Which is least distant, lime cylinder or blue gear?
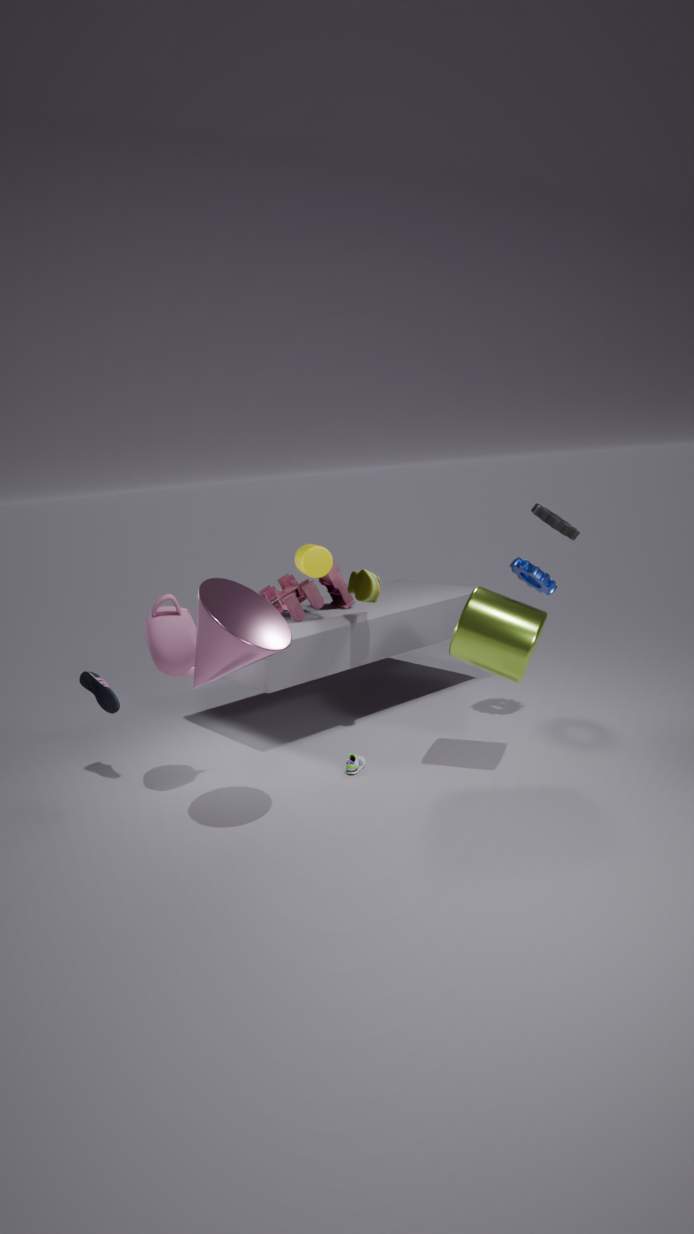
lime cylinder
